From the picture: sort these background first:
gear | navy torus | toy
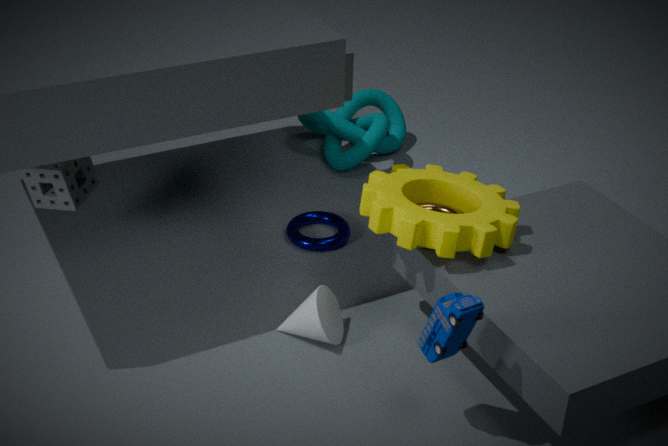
navy torus, gear, toy
